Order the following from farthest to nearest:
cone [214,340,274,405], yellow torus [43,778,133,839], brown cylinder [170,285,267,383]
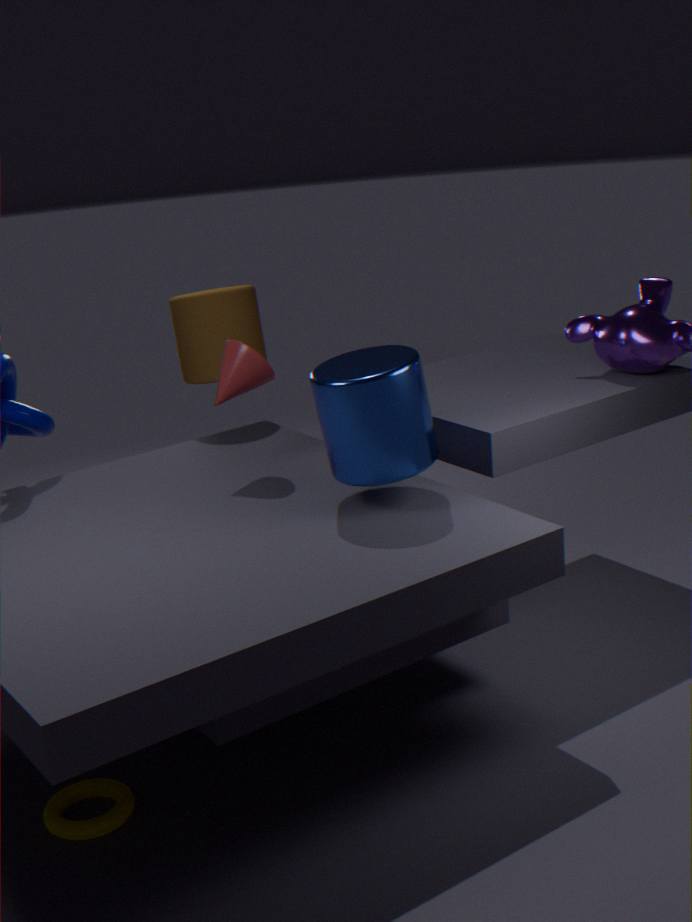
brown cylinder [170,285,267,383] → cone [214,340,274,405] → yellow torus [43,778,133,839]
